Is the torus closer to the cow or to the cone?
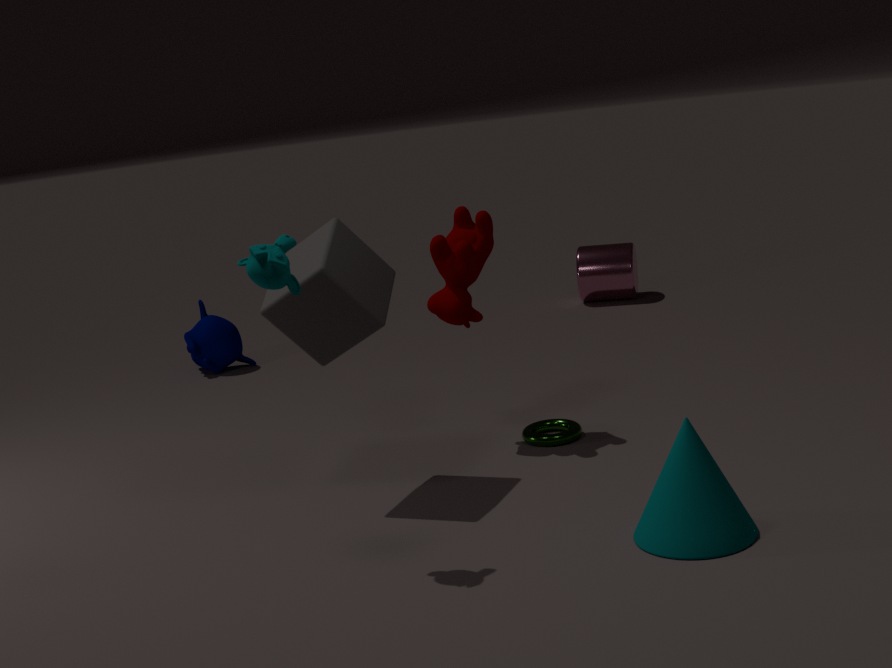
the cow
